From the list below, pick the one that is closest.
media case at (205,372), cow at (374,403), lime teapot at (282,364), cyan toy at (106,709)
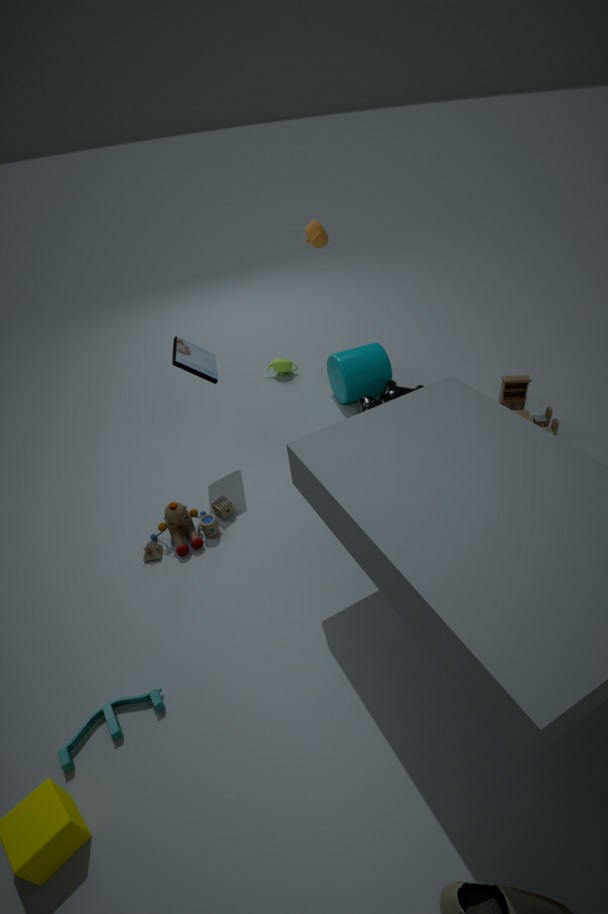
cyan toy at (106,709)
